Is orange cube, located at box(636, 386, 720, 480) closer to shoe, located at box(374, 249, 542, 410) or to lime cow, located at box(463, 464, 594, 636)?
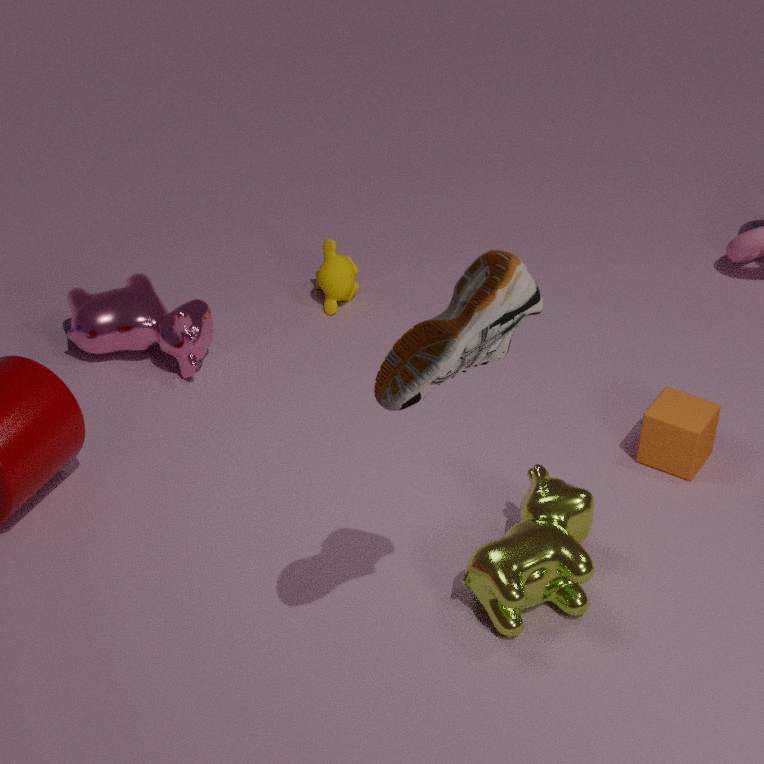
lime cow, located at box(463, 464, 594, 636)
